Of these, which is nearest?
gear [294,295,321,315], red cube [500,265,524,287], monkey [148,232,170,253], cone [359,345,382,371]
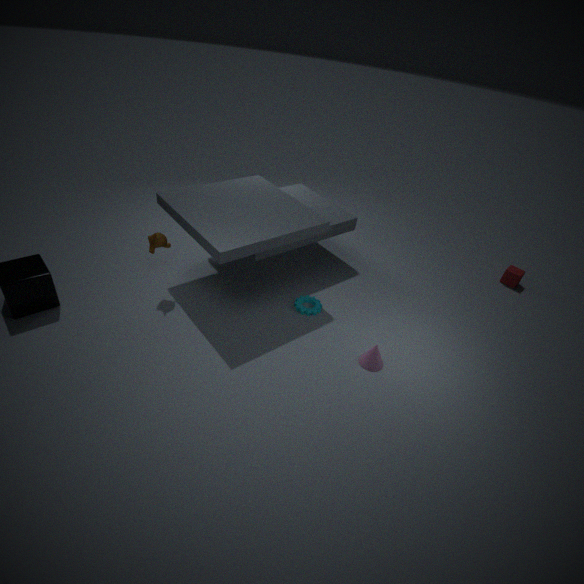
cone [359,345,382,371]
